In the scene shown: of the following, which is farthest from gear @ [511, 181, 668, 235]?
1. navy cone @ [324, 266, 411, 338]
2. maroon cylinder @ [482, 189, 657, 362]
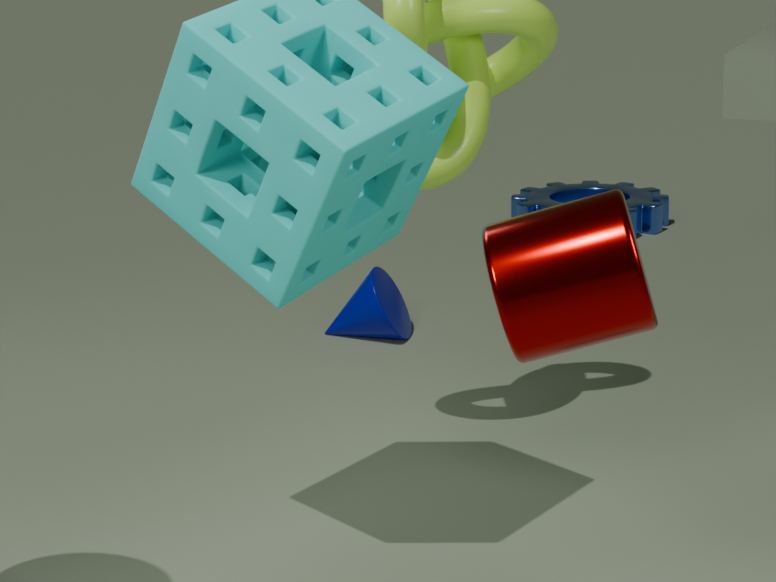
maroon cylinder @ [482, 189, 657, 362]
